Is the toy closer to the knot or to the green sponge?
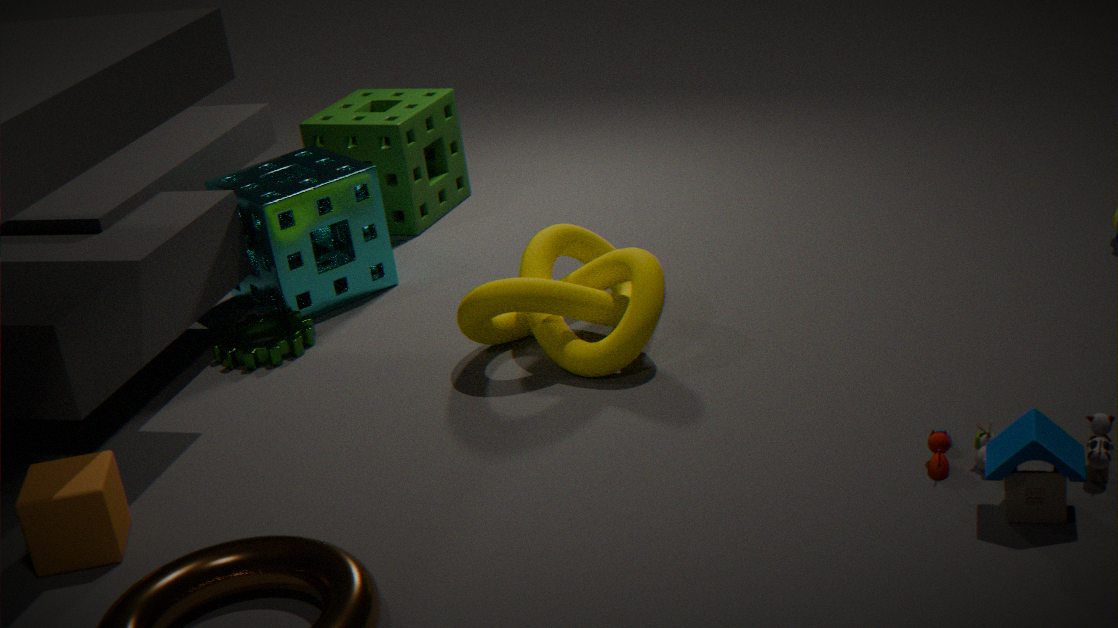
the knot
